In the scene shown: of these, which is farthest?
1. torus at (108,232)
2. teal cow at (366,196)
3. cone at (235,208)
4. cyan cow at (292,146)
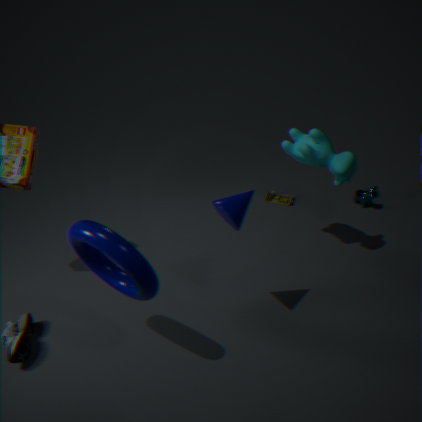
teal cow at (366,196)
